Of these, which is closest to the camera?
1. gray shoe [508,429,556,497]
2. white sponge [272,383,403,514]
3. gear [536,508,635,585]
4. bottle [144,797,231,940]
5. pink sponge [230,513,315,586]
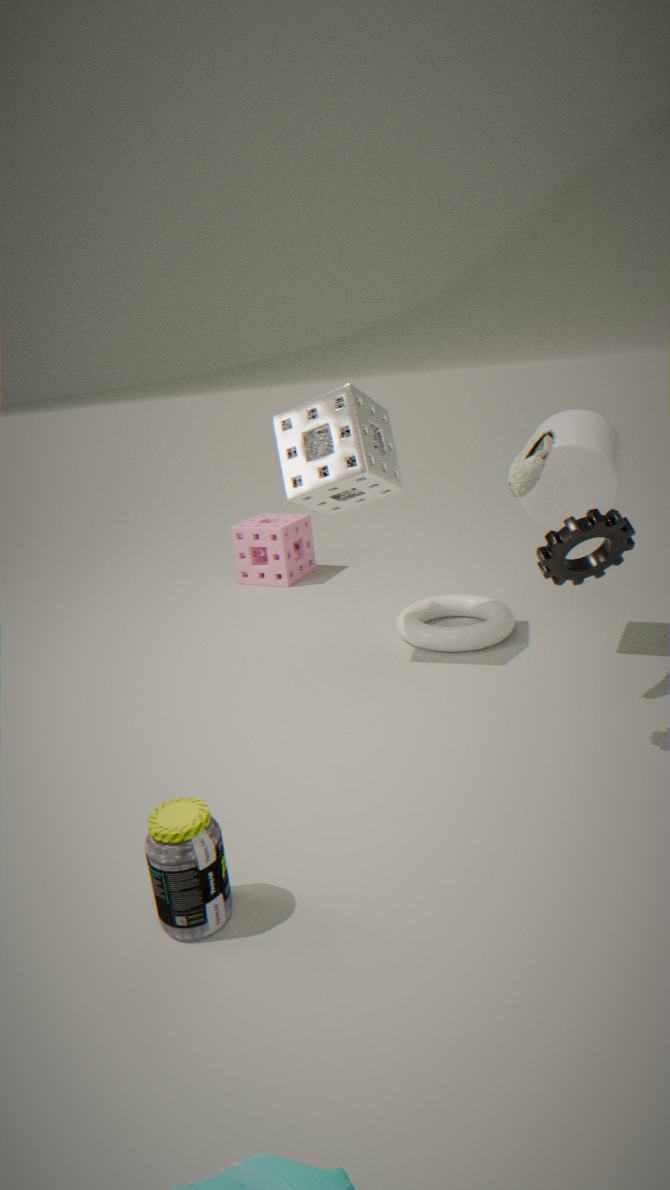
bottle [144,797,231,940]
